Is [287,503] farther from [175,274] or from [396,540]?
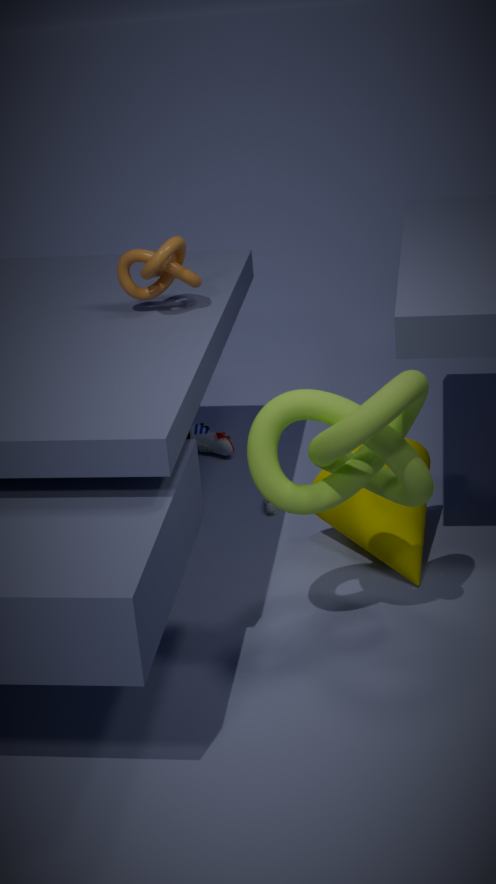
[175,274]
